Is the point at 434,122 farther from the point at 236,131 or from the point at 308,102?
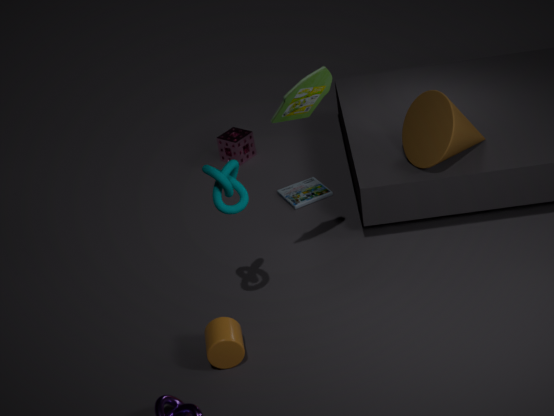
the point at 236,131
